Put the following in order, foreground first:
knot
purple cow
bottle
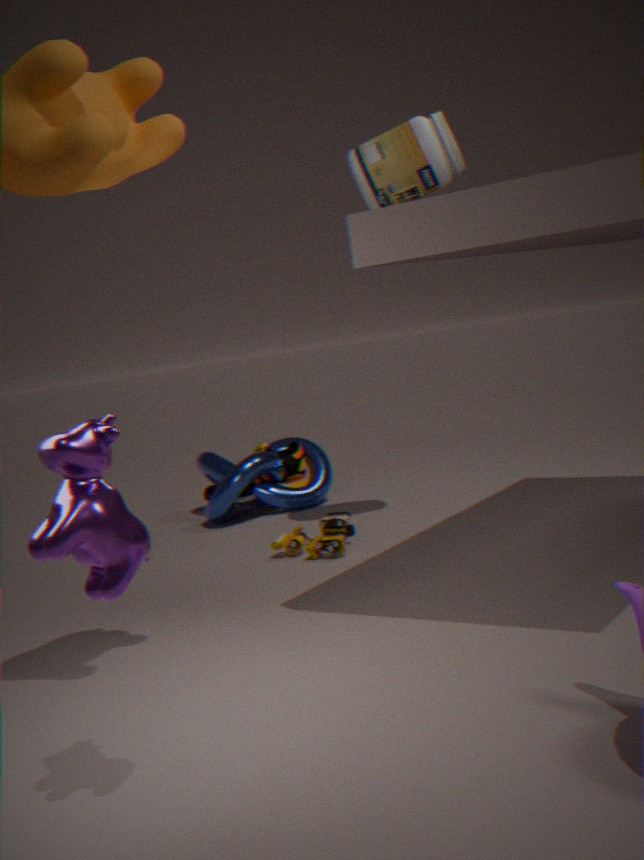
purple cow, bottle, knot
